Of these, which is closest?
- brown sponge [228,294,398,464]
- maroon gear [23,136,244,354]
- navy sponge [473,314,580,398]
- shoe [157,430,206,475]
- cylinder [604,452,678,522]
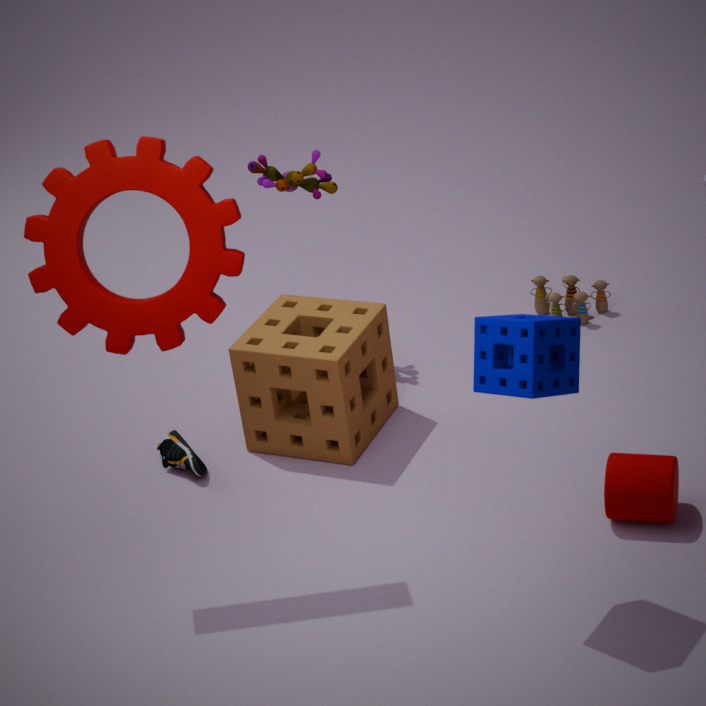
navy sponge [473,314,580,398]
